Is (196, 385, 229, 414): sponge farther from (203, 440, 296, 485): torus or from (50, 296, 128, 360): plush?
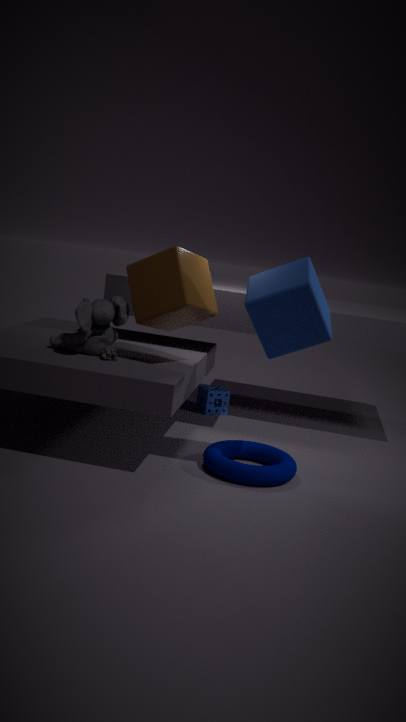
(50, 296, 128, 360): plush
